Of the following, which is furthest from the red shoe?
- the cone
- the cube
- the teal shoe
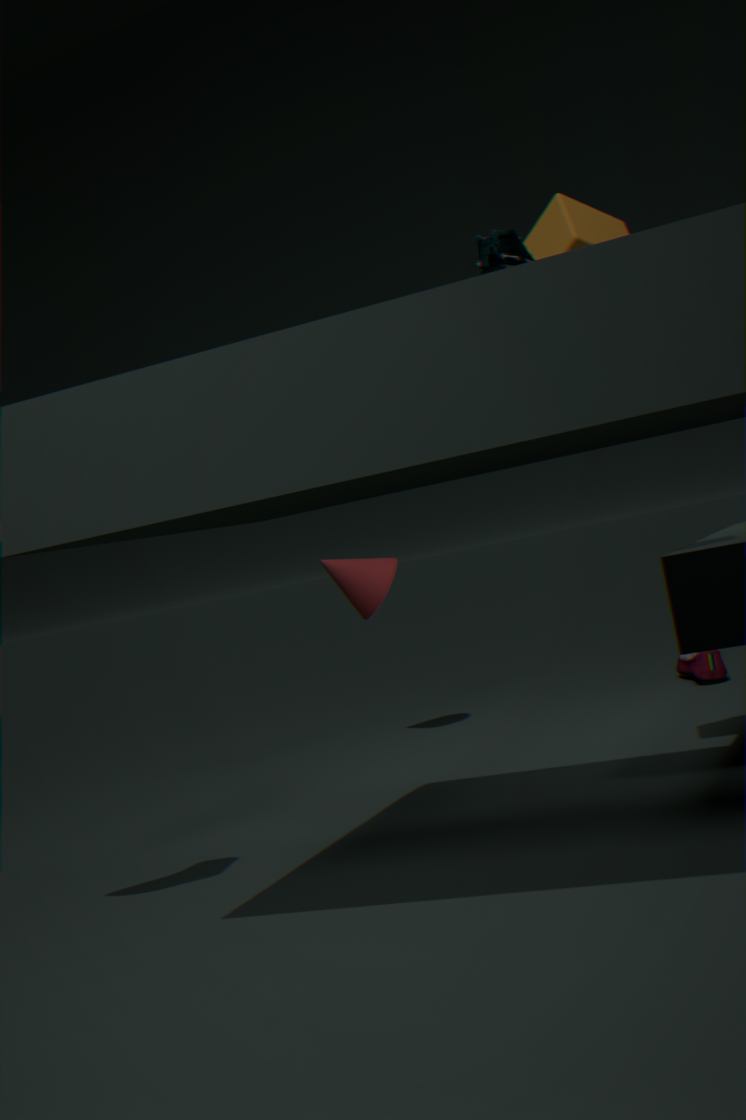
the teal shoe
